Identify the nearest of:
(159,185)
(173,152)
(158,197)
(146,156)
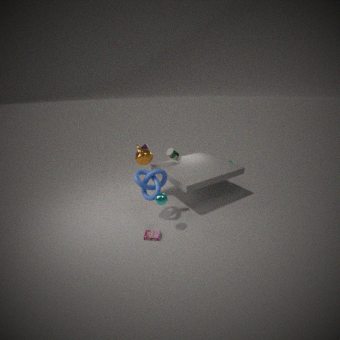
(158,197)
